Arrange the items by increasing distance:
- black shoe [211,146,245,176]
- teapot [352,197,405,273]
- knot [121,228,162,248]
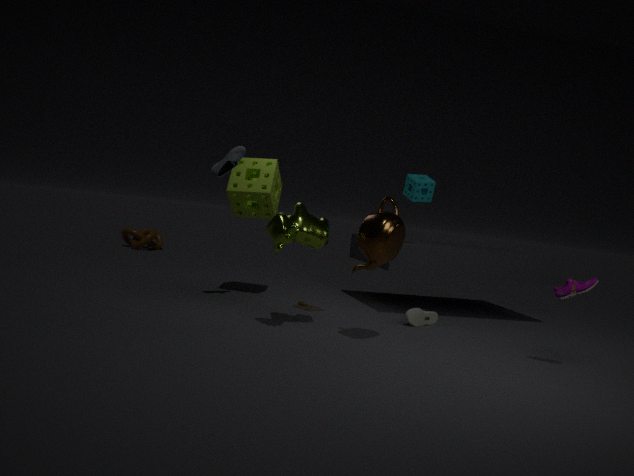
teapot [352,197,405,273] → black shoe [211,146,245,176] → knot [121,228,162,248]
